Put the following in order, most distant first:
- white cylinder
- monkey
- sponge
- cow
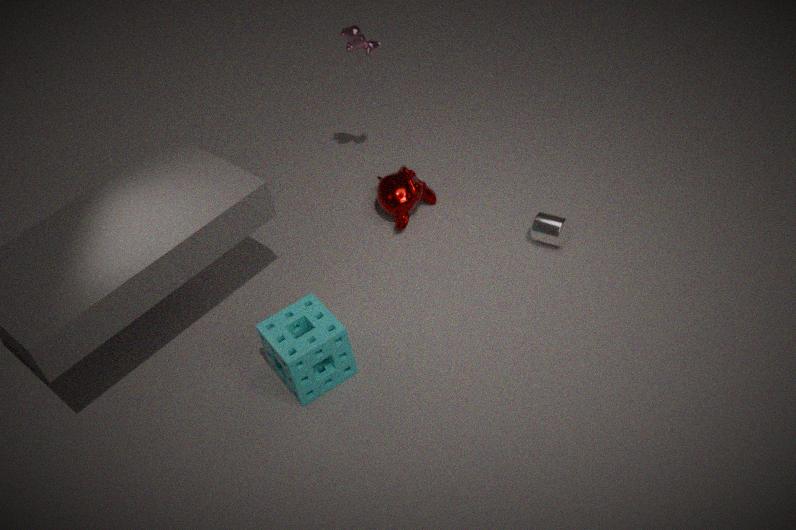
monkey
cow
white cylinder
sponge
